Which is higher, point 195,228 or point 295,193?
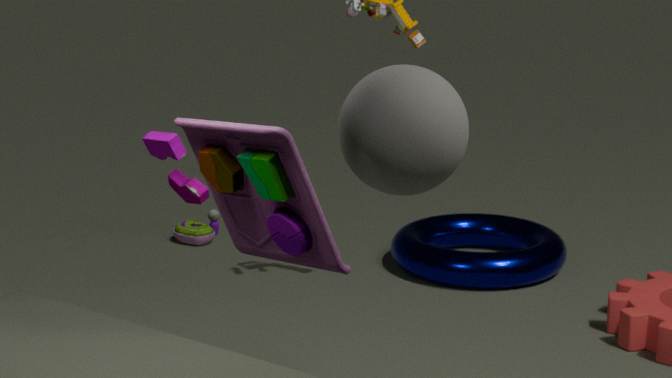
point 295,193
